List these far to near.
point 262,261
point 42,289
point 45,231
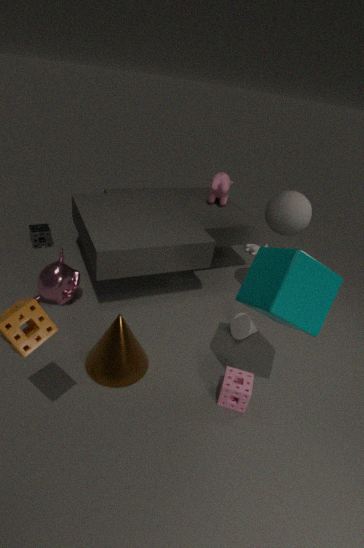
point 45,231 → point 42,289 → point 262,261
